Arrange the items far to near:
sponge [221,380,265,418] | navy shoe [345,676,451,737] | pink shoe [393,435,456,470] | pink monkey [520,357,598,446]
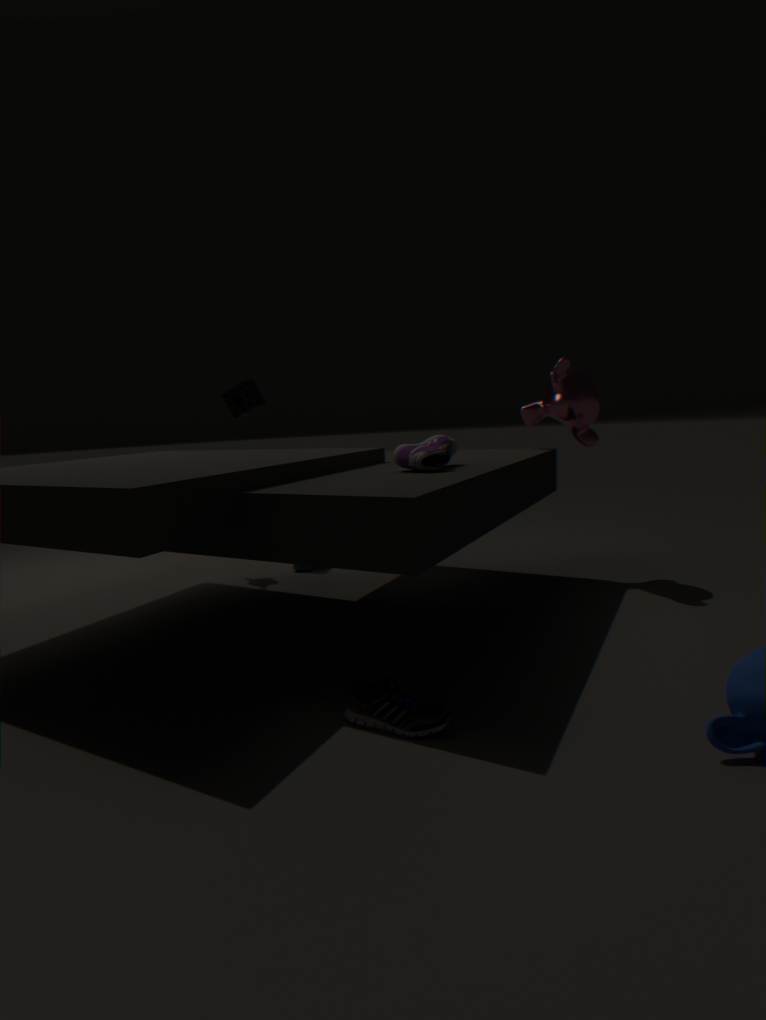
sponge [221,380,265,418], pink monkey [520,357,598,446], pink shoe [393,435,456,470], navy shoe [345,676,451,737]
